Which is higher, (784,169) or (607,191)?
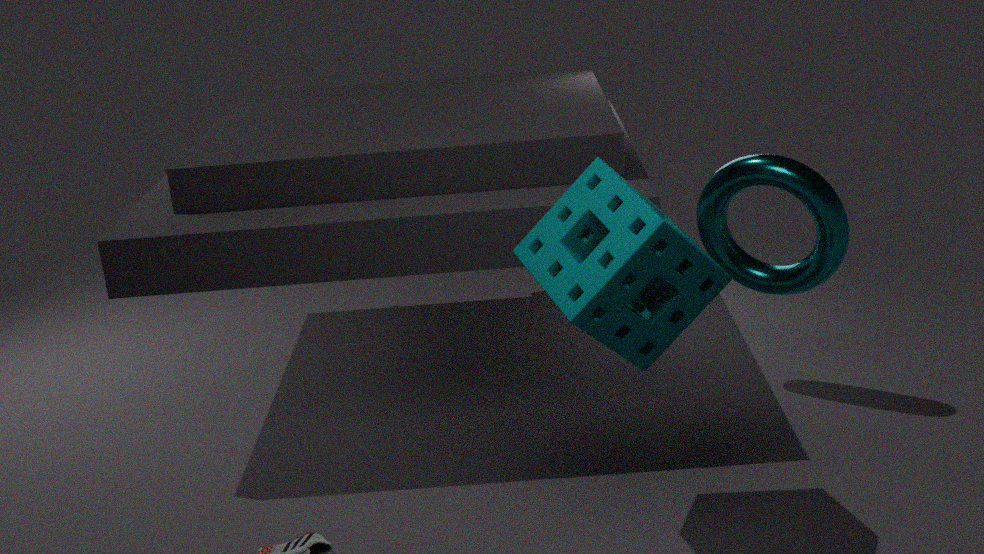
(607,191)
